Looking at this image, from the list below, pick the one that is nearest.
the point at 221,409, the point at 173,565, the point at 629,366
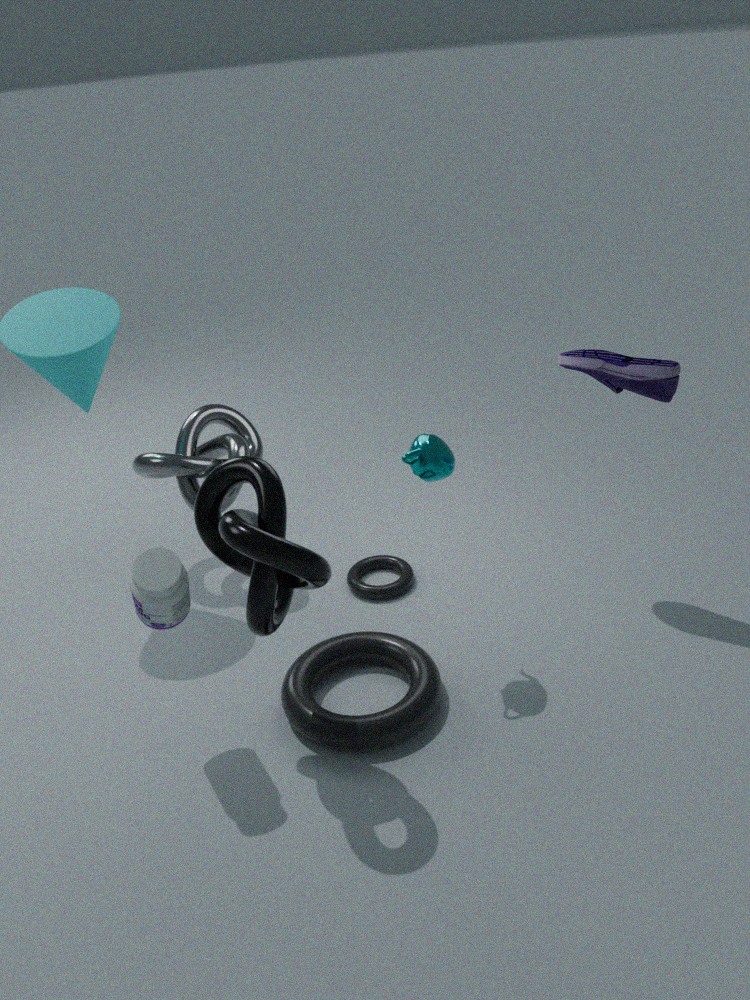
the point at 173,565
